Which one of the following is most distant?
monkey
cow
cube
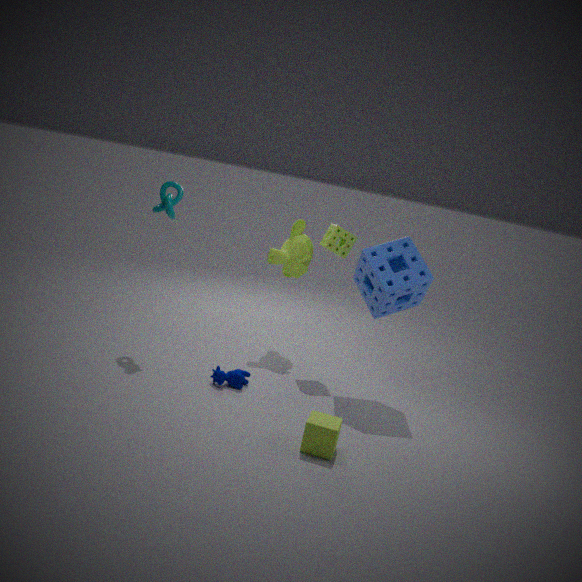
monkey
